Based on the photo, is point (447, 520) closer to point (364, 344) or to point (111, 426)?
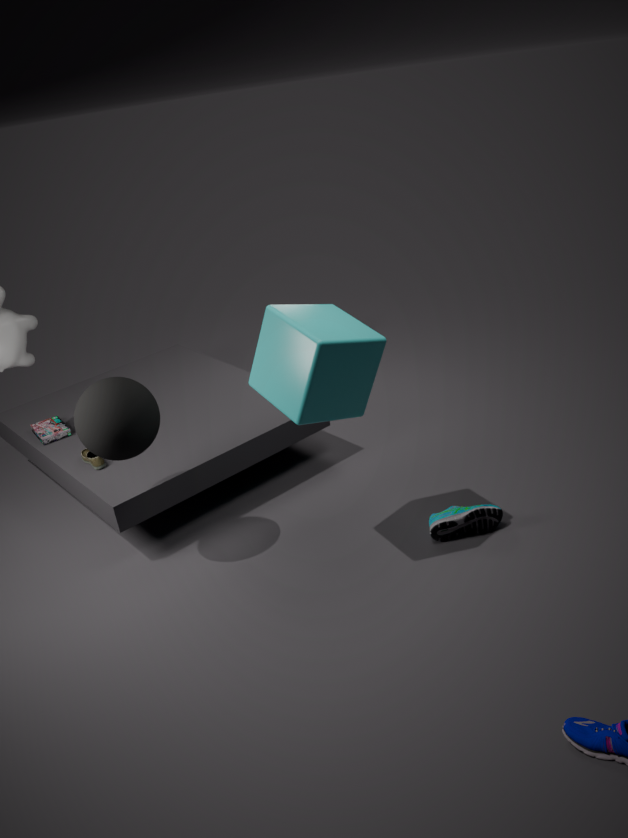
point (364, 344)
